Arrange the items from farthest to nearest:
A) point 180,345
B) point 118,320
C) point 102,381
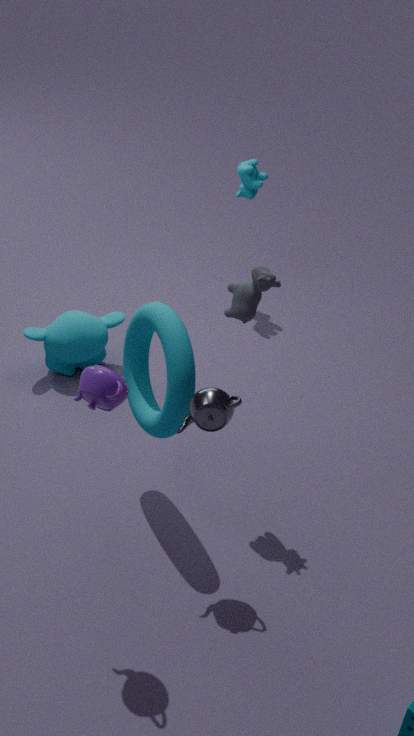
1. point 118,320
2. point 180,345
3. point 102,381
